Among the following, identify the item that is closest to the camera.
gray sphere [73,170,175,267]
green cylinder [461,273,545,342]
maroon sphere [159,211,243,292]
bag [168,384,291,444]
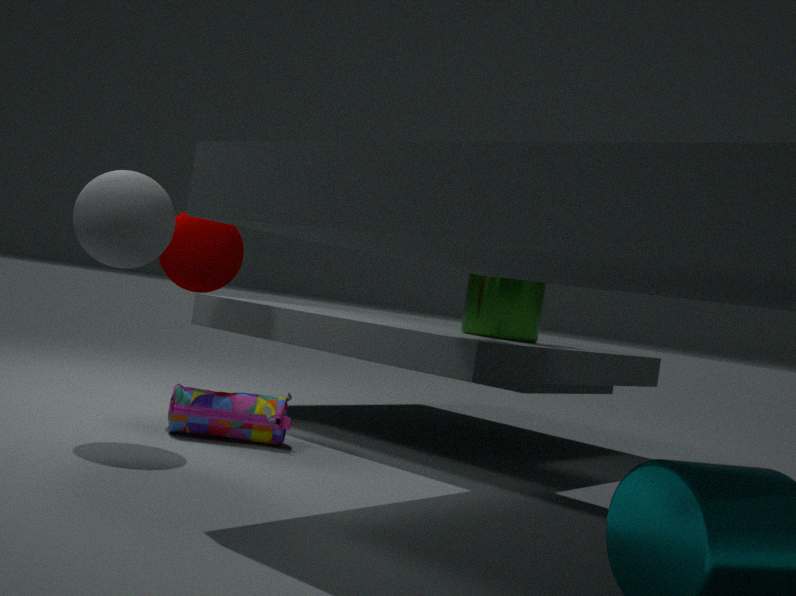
gray sphere [73,170,175,267]
